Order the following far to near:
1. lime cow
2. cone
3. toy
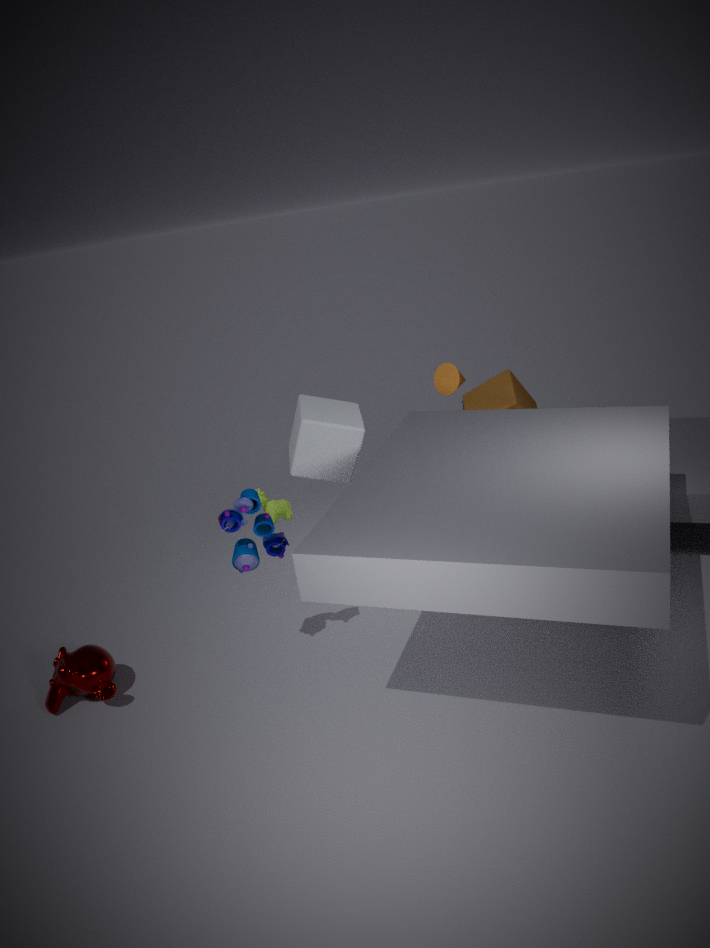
cone < lime cow < toy
